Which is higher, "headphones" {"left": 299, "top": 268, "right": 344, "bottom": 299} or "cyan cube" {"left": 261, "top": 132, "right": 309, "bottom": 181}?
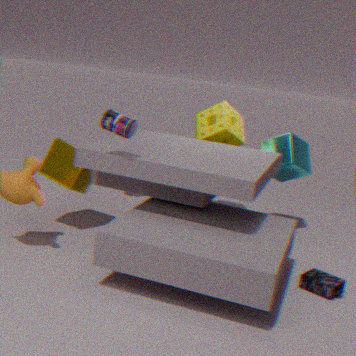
"cyan cube" {"left": 261, "top": 132, "right": 309, "bottom": 181}
